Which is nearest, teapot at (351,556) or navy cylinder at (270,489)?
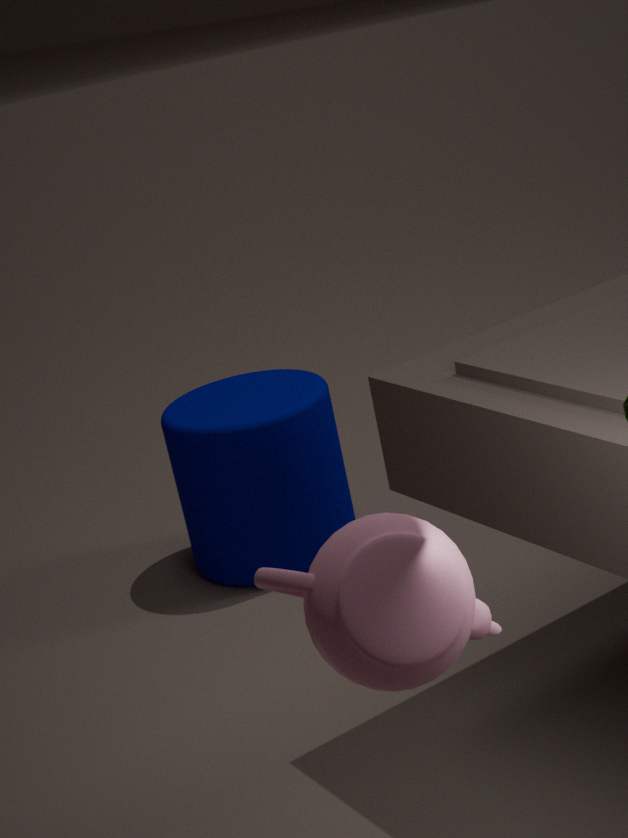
teapot at (351,556)
